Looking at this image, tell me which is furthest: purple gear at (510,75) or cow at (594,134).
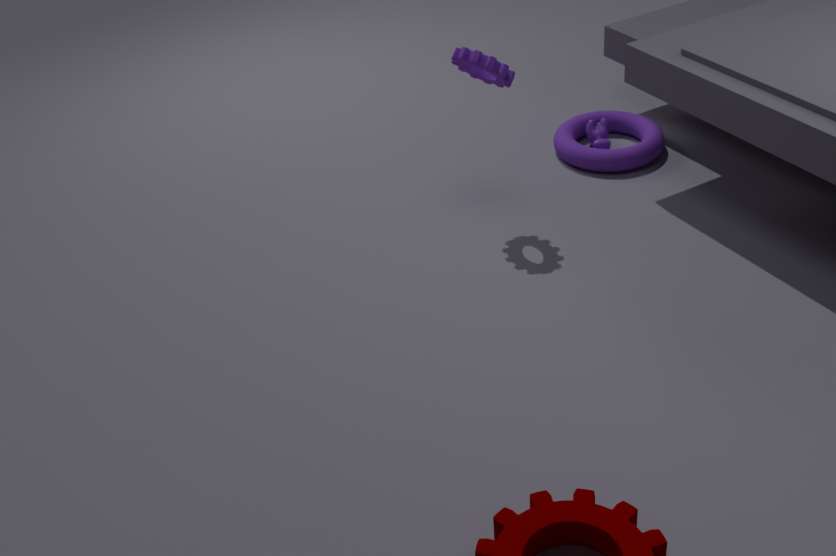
cow at (594,134)
